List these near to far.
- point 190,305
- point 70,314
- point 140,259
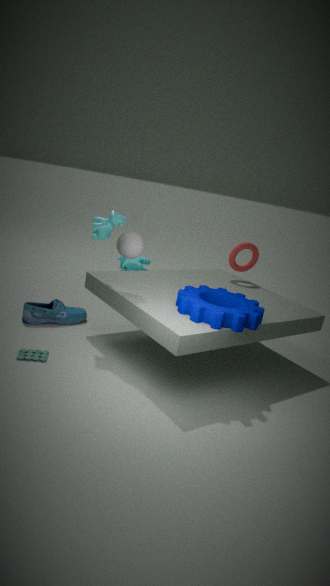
point 190,305 < point 70,314 < point 140,259
